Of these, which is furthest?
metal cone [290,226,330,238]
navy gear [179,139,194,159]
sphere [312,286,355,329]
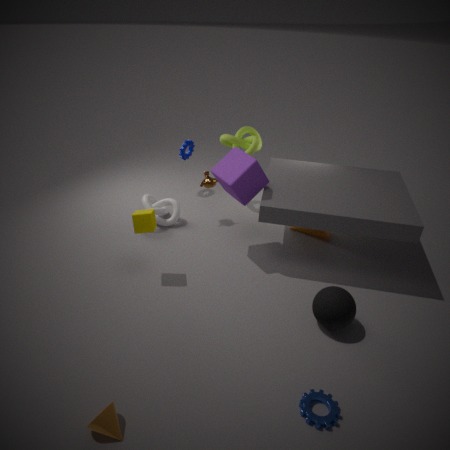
navy gear [179,139,194,159]
